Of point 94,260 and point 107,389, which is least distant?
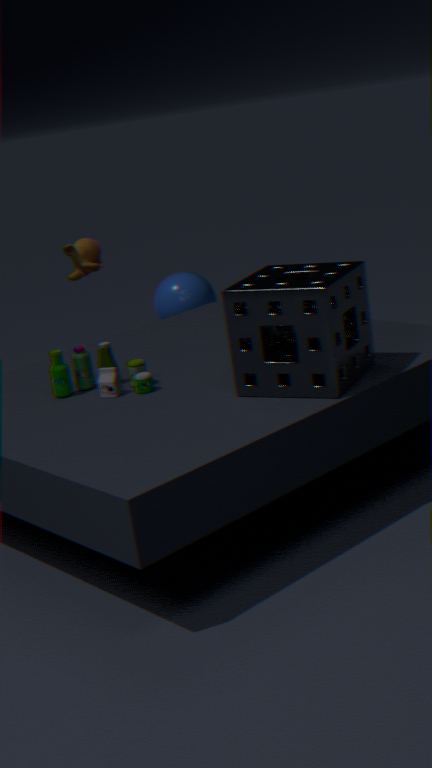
point 107,389
